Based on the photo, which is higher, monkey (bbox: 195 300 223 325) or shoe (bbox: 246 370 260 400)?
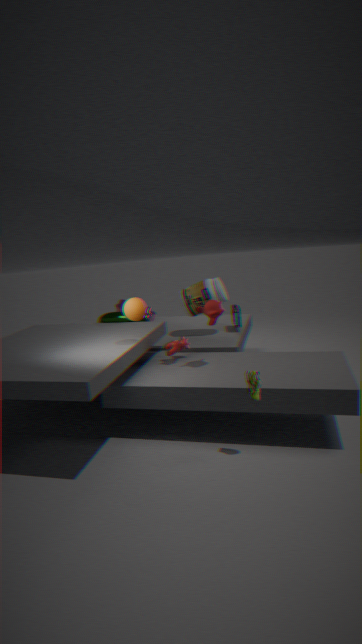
monkey (bbox: 195 300 223 325)
